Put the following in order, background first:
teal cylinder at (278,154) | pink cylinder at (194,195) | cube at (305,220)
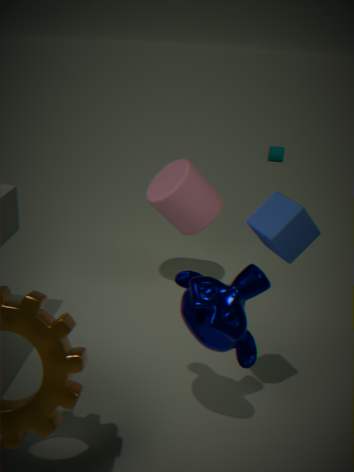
1. teal cylinder at (278,154)
2. pink cylinder at (194,195)
3. cube at (305,220)
